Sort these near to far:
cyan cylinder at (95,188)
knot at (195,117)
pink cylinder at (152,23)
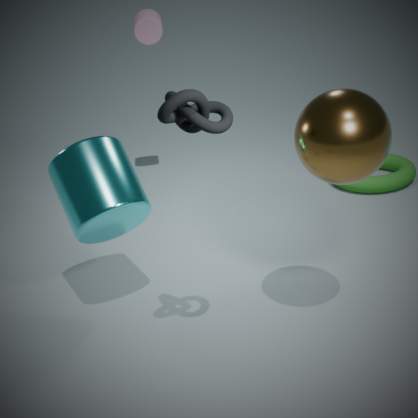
knot at (195,117), cyan cylinder at (95,188), pink cylinder at (152,23)
